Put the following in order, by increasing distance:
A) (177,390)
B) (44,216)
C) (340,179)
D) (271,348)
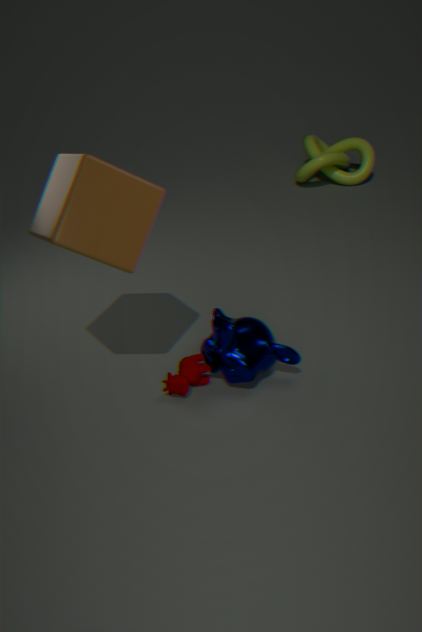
(44,216) → (177,390) → (271,348) → (340,179)
